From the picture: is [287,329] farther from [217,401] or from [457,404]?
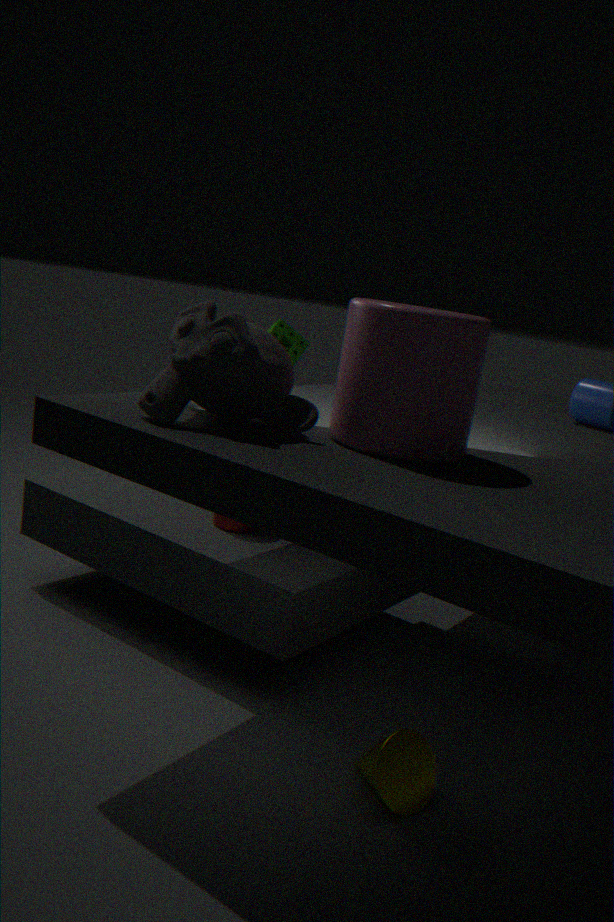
[457,404]
